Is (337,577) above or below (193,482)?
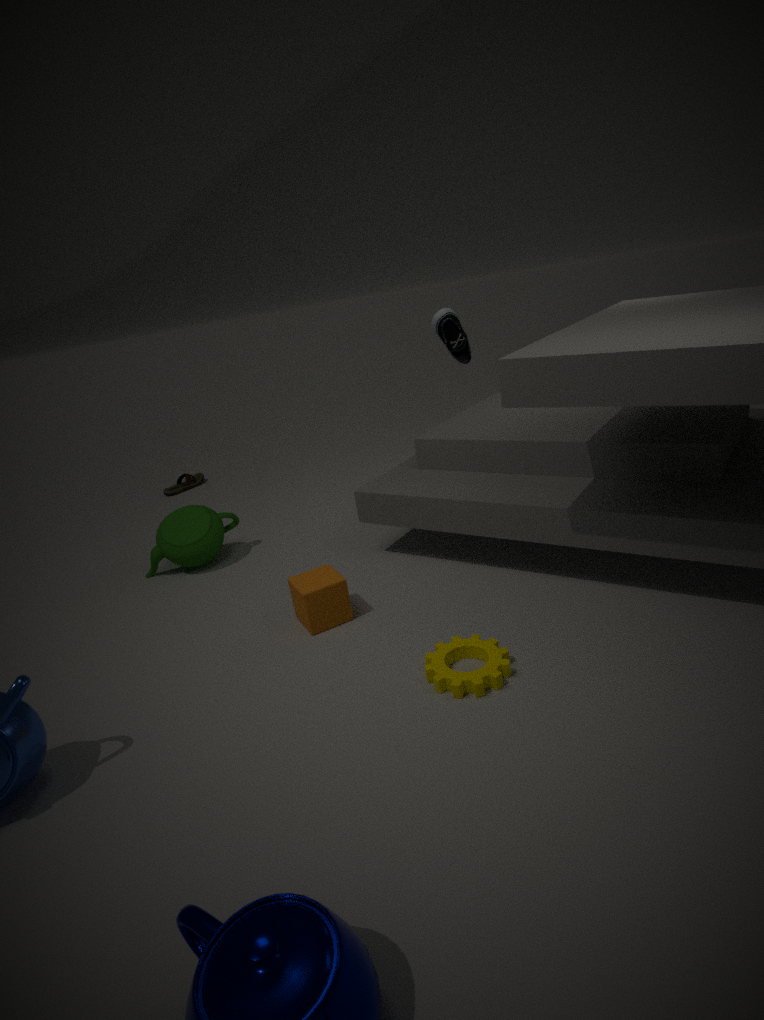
above
